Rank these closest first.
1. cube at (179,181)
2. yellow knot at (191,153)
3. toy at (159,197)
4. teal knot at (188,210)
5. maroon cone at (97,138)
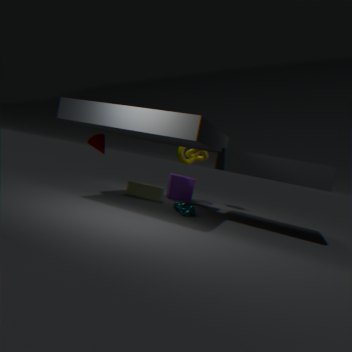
teal knot at (188,210) → maroon cone at (97,138) → toy at (159,197) → yellow knot at (191,153) → cube at (179,181)
